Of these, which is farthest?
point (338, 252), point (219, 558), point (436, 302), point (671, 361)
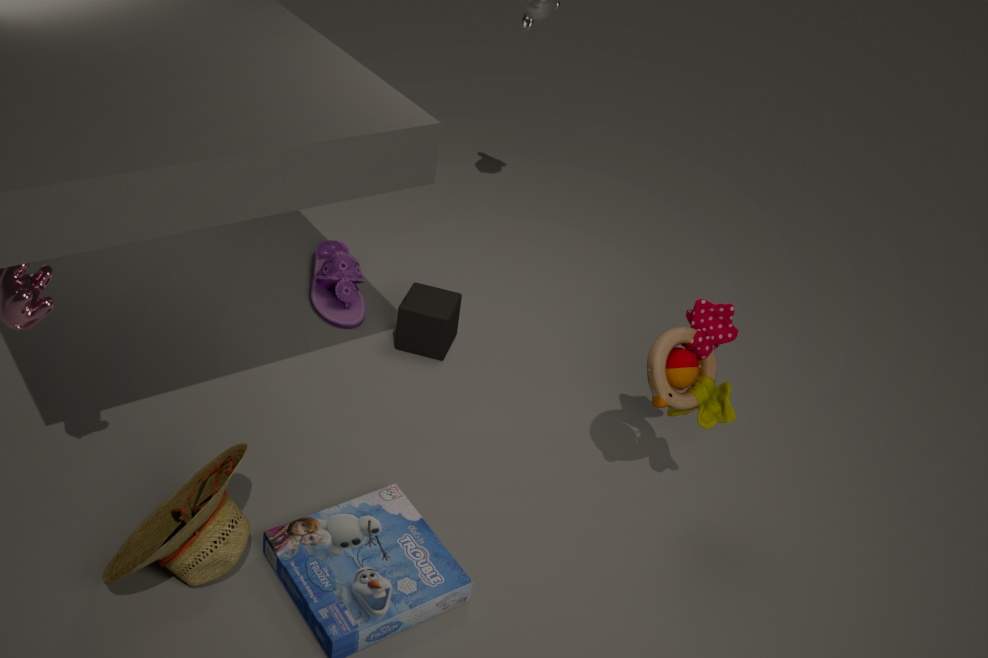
point (338, 252)
